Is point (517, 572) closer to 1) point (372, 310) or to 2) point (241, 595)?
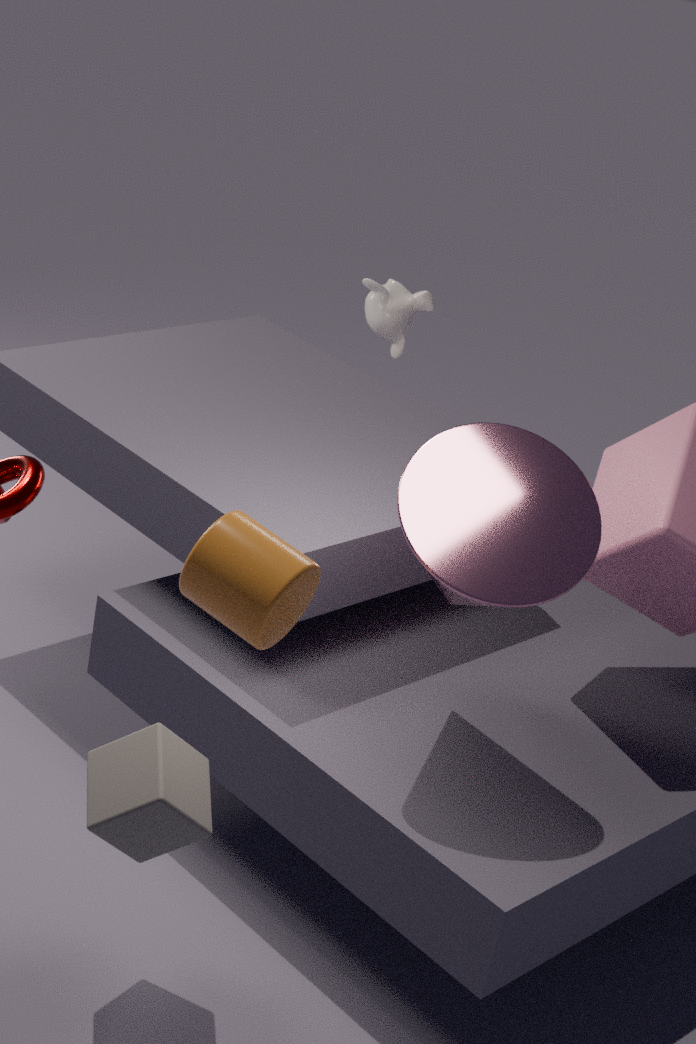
2) point (241, 595)
